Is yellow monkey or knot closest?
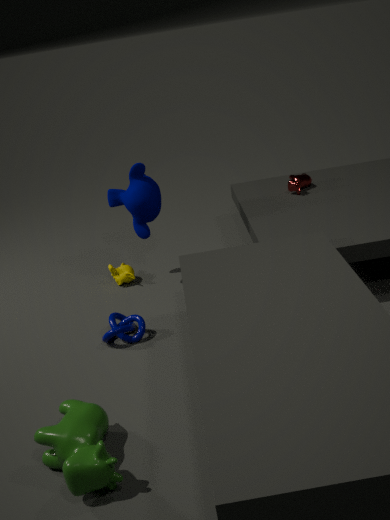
knot
